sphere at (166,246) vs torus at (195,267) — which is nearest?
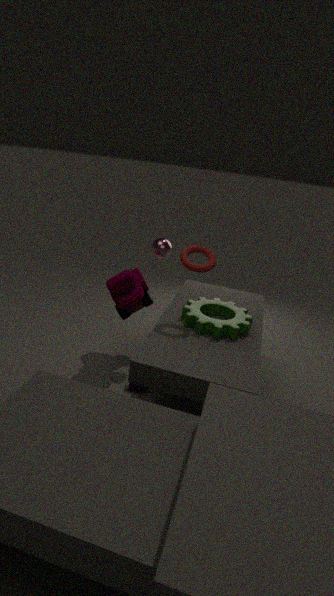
torus at (195,267)
